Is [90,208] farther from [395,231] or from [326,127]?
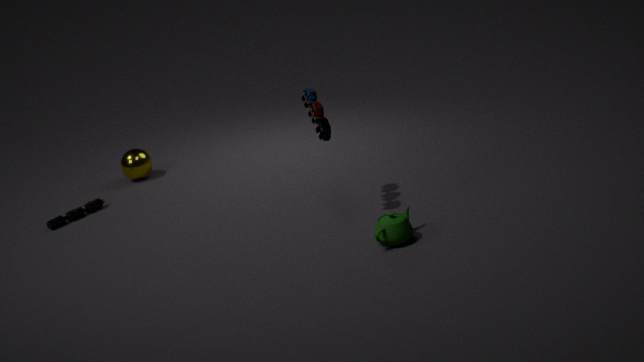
[395,231]
